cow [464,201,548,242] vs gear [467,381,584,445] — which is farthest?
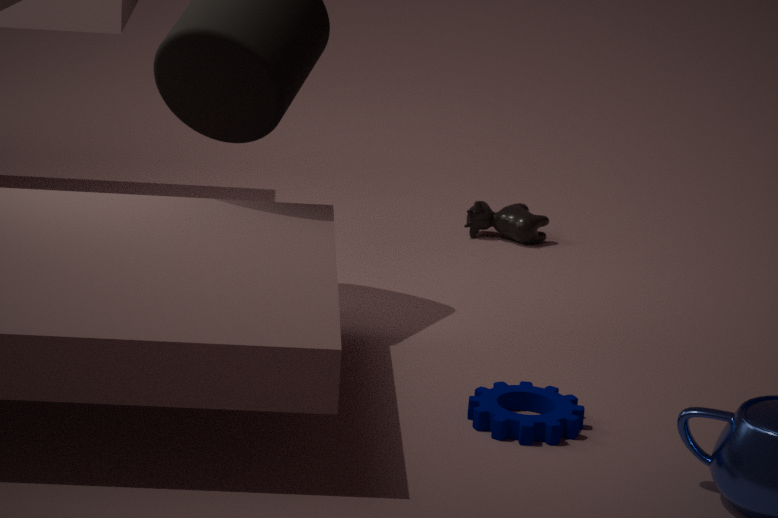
cow [464,201,548,242]
